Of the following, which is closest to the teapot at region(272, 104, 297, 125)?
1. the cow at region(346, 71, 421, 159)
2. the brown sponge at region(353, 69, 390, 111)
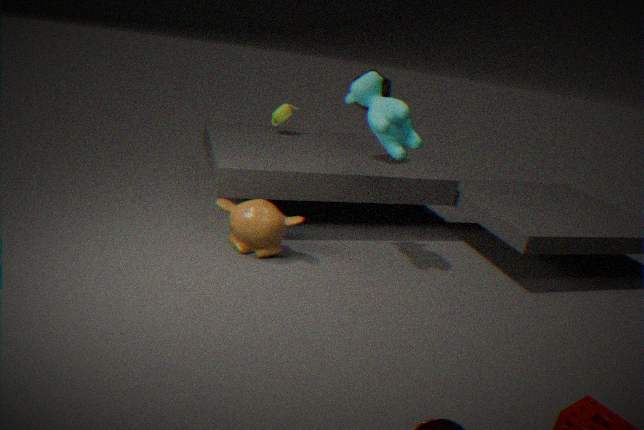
the brown sponge at region(353, 69, 390, 111)
